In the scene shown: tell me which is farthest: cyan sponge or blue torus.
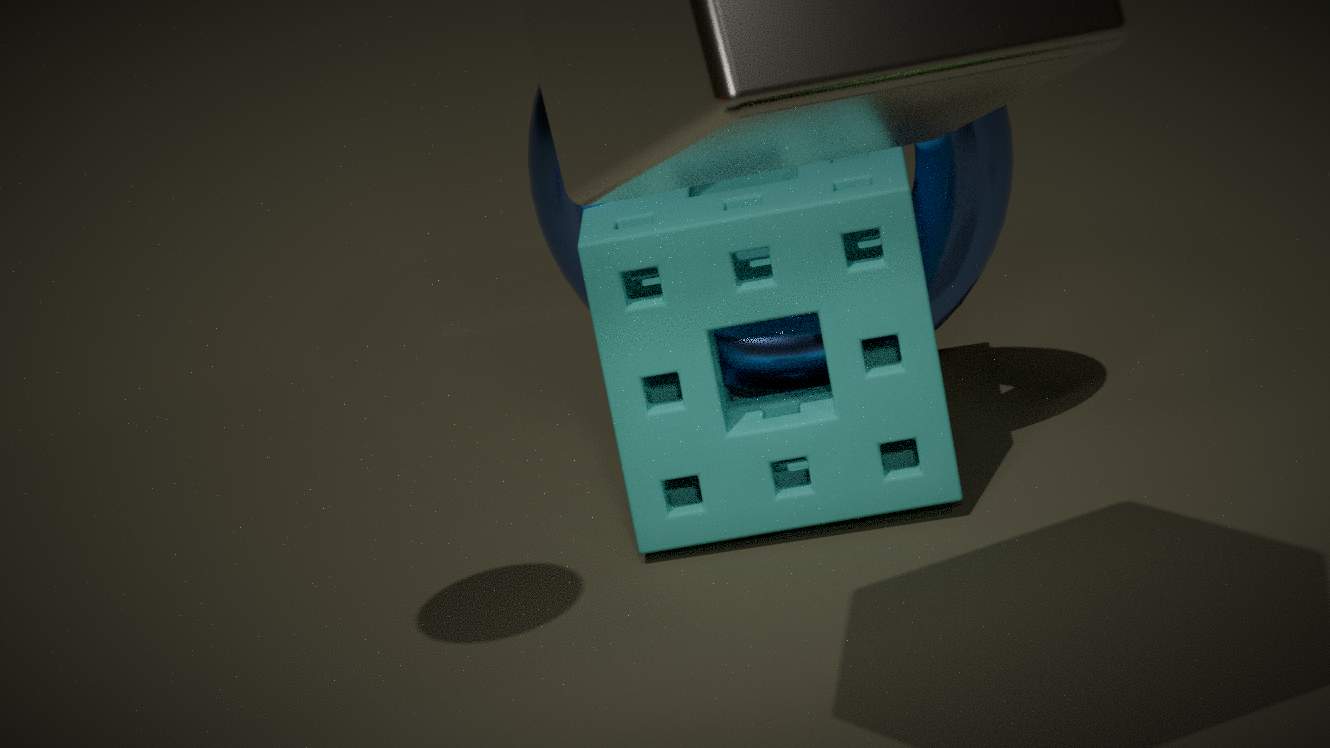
→ blue torus
